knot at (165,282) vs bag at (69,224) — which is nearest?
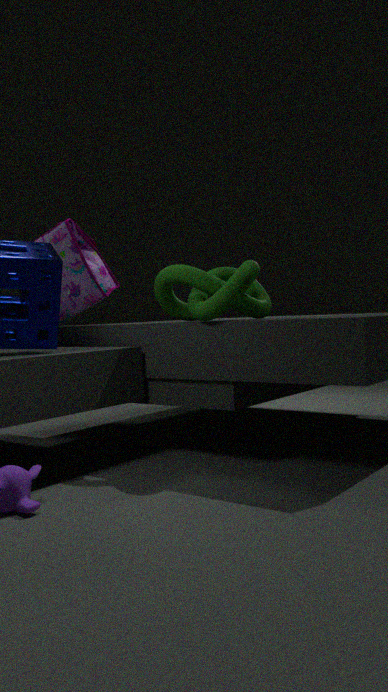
knot at (165,282)
